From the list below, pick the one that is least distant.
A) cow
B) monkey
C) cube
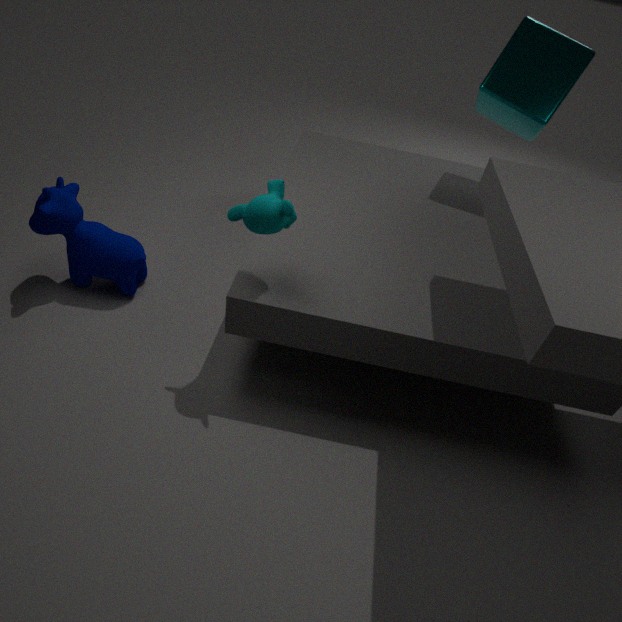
monkey
